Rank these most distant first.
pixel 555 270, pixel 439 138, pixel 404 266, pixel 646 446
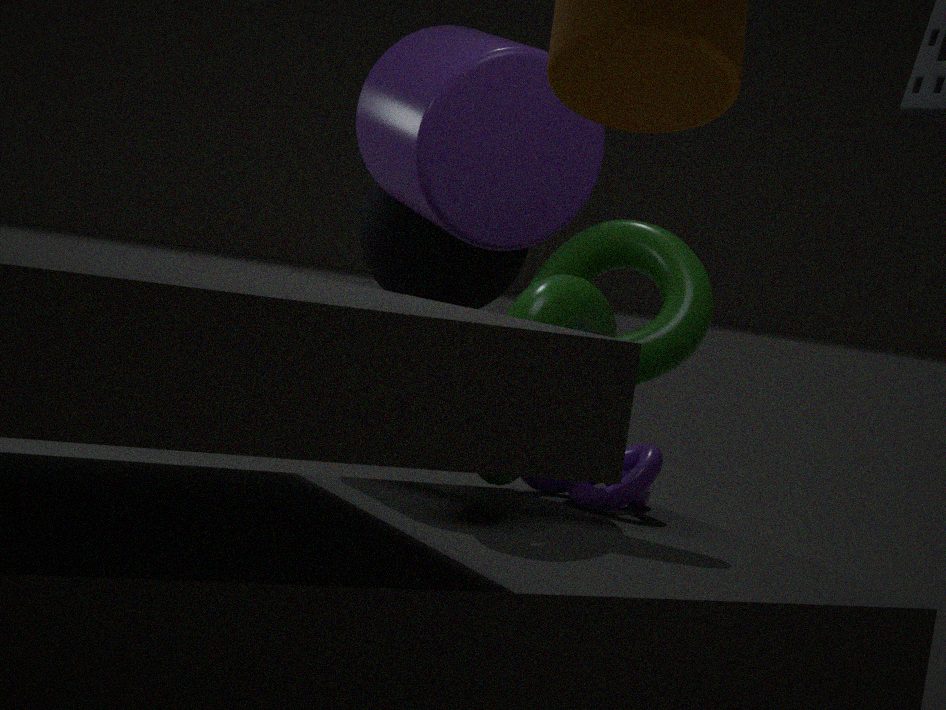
pixel 404 266 → pixel 646 446 → pixel 439 138 → pixel 555 270
